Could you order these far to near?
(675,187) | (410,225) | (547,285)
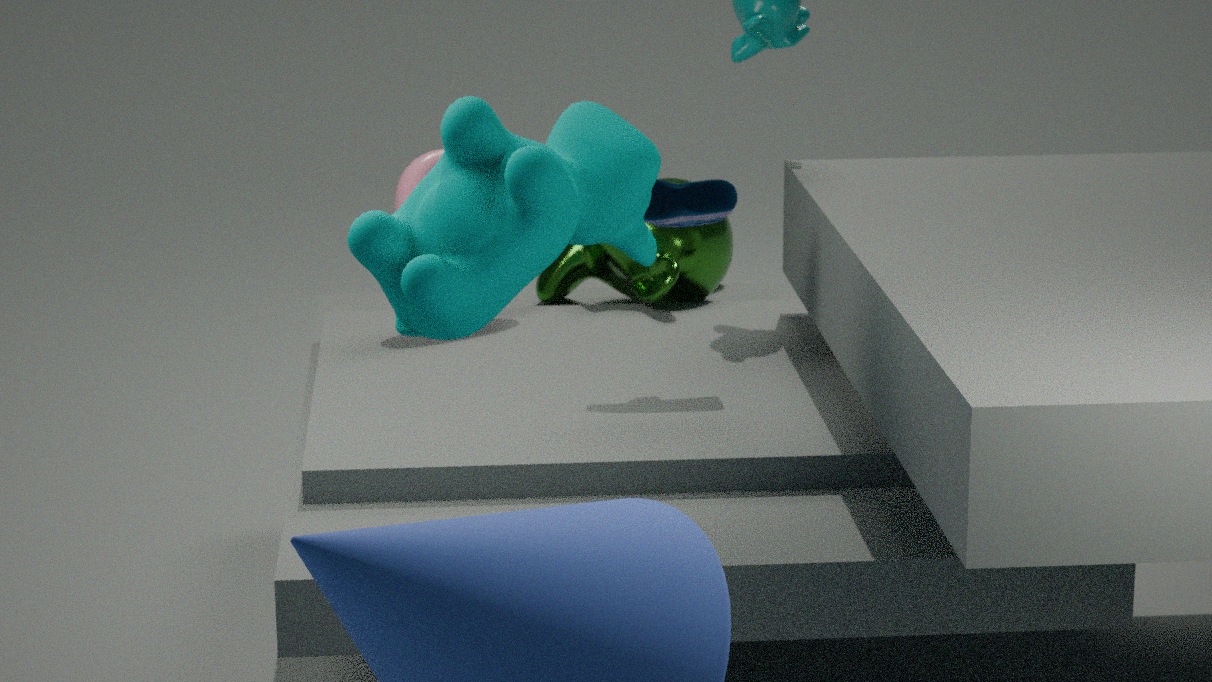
1. (547,285)
2. (675,187)
3. (410,225)
